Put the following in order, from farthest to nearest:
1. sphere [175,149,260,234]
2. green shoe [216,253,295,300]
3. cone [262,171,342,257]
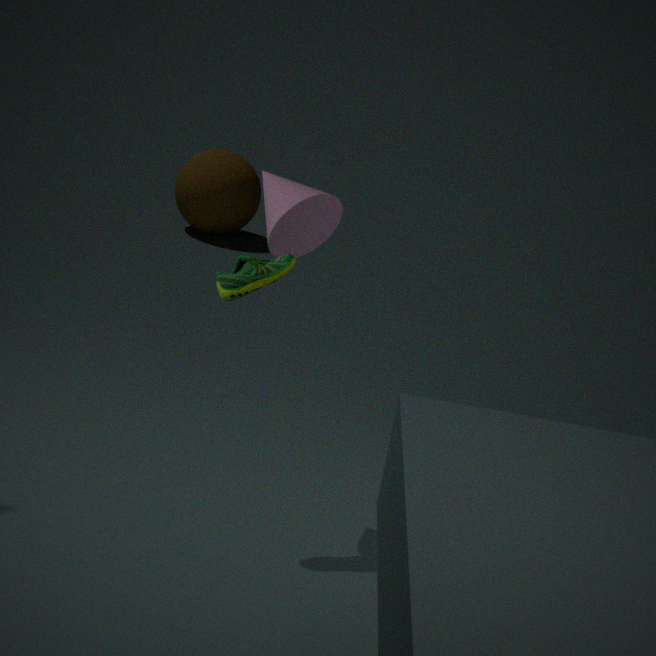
sphere [175,149,260,234] → cone [262,171,342,257] → green shoe [216,253,295,300]
